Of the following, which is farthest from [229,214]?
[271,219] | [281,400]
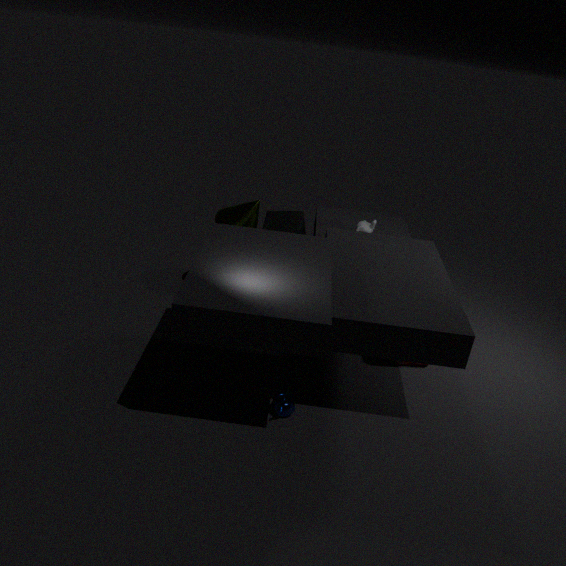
[281,400]
